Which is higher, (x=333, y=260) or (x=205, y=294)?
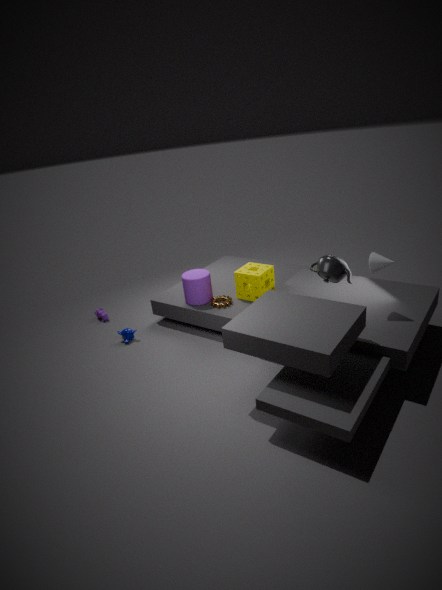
(x=333, y=260)
